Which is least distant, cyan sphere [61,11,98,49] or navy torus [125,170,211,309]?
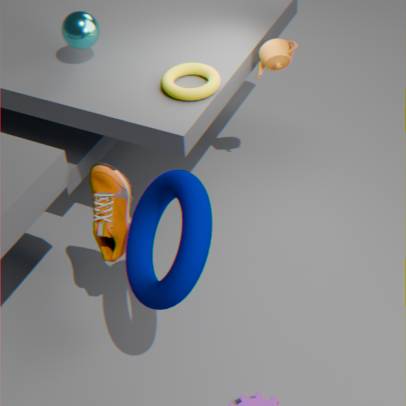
navy torus [125,170,211,309]
